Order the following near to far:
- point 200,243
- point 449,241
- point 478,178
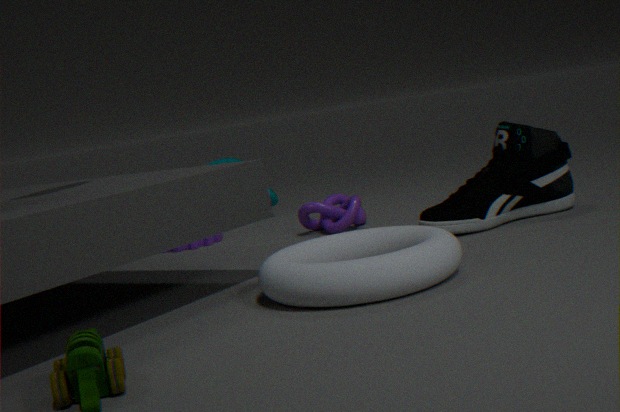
point 449,241 < point 478,178 < point 200,243
